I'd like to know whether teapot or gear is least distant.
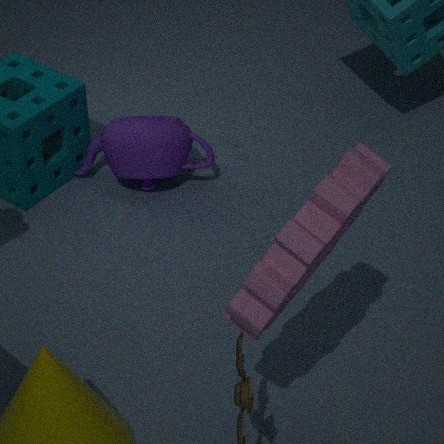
gear
